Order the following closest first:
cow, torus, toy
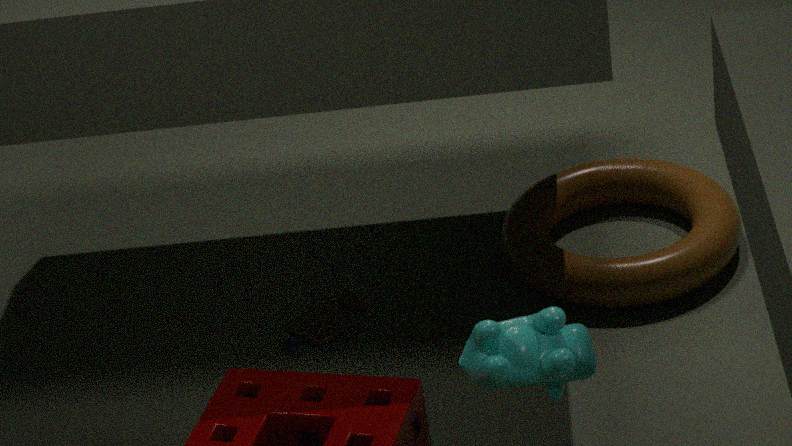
cow → torus → toy
